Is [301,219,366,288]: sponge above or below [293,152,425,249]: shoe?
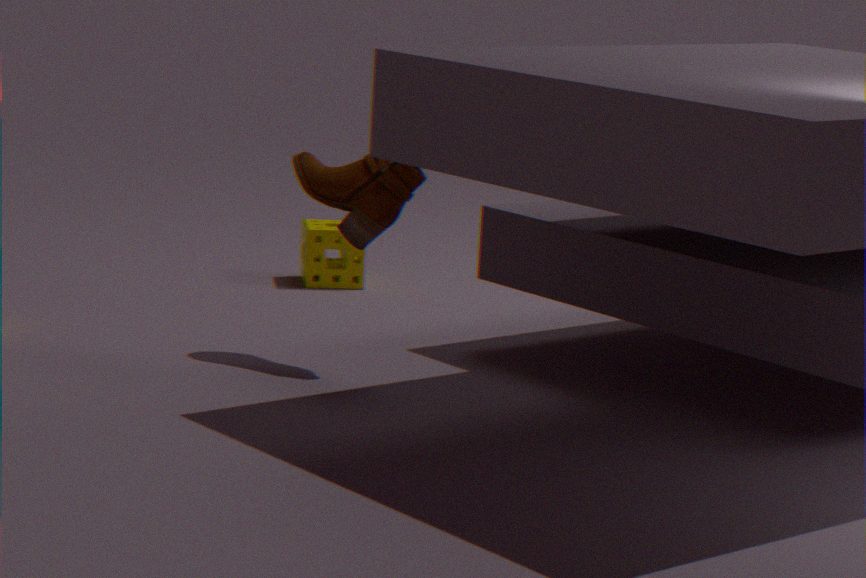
below
